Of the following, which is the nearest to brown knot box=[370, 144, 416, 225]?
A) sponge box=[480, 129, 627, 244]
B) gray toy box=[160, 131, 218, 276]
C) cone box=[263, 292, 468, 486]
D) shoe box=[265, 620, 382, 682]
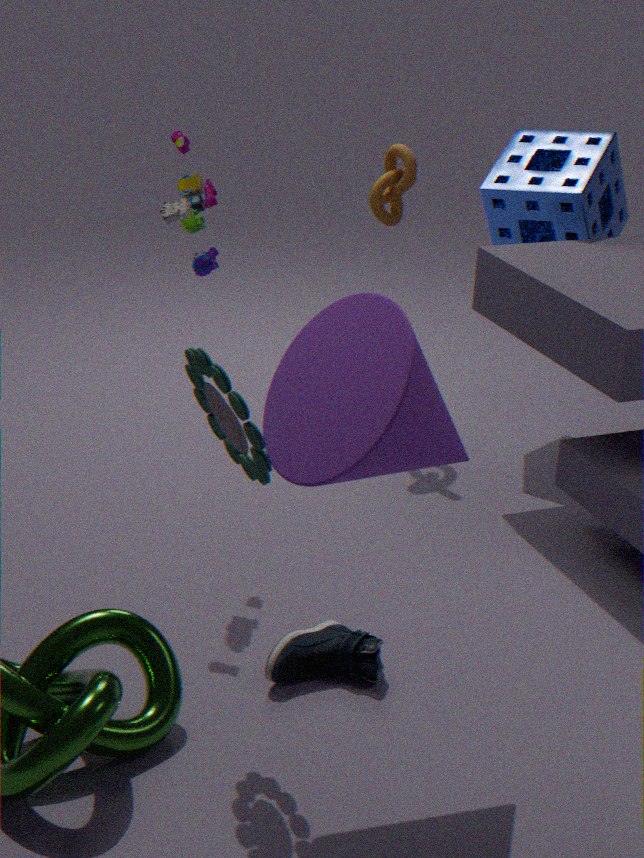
sponge box=[480, 129, 627, 244]
